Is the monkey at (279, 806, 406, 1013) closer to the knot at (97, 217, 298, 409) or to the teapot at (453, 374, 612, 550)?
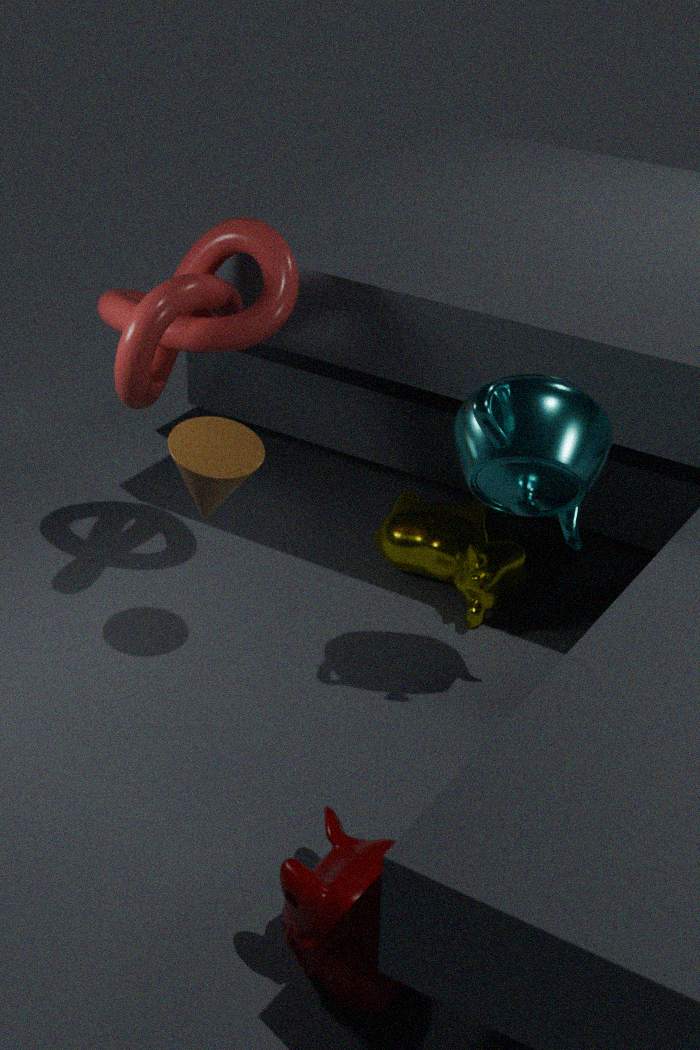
the teapot at (453, 374, 612, 550)
